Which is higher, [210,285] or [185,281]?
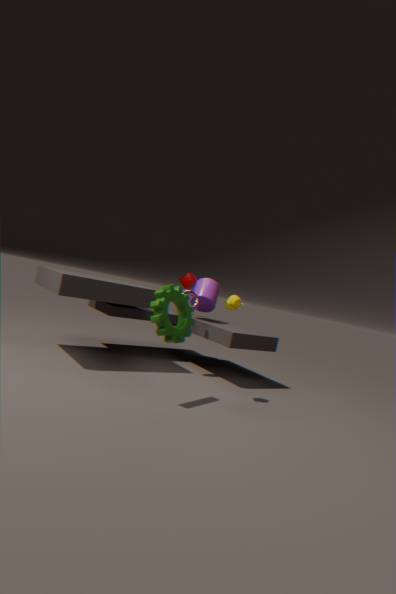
[185,281]
